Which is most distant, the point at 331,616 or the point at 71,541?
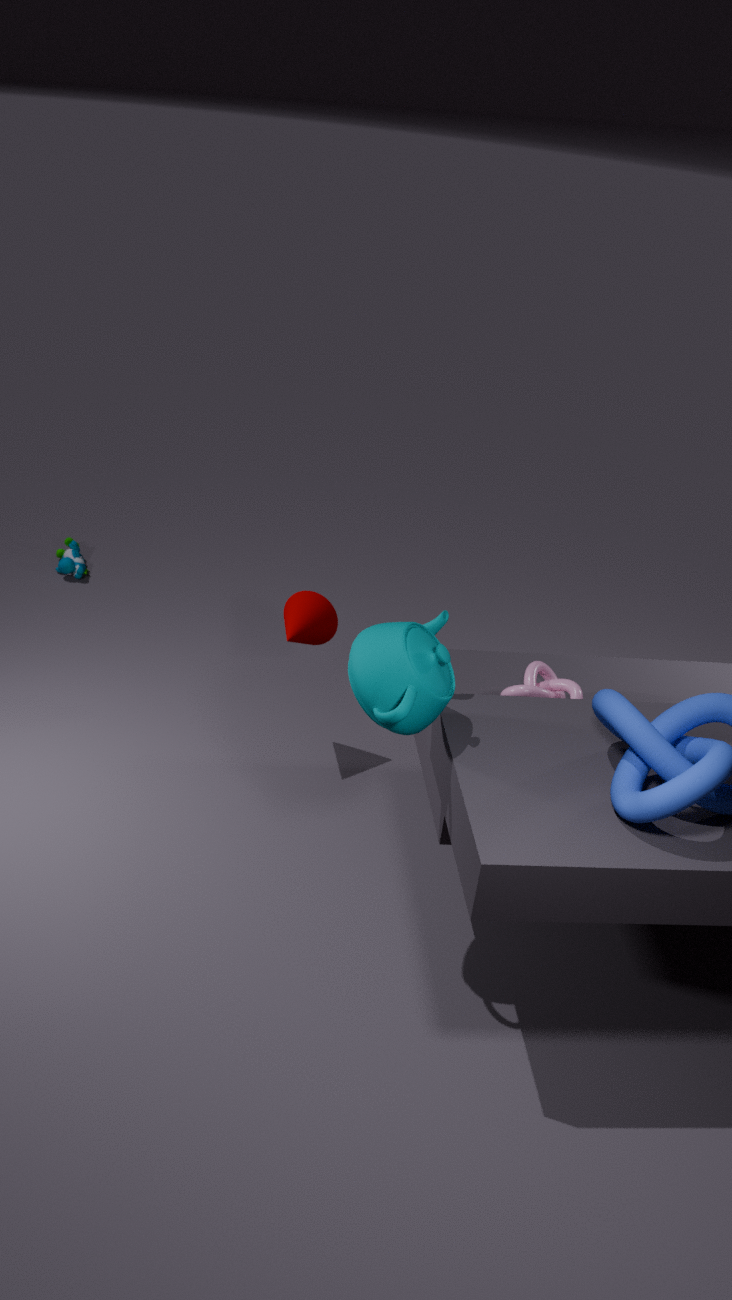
the point at 71,541
